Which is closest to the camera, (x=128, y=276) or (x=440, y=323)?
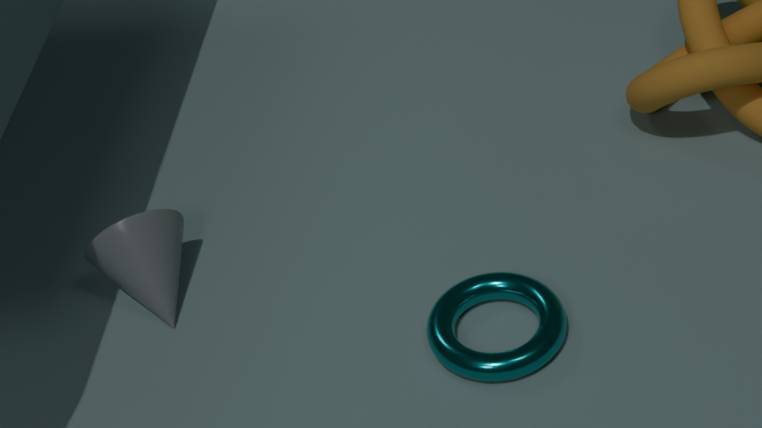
(x=440, y=323)
